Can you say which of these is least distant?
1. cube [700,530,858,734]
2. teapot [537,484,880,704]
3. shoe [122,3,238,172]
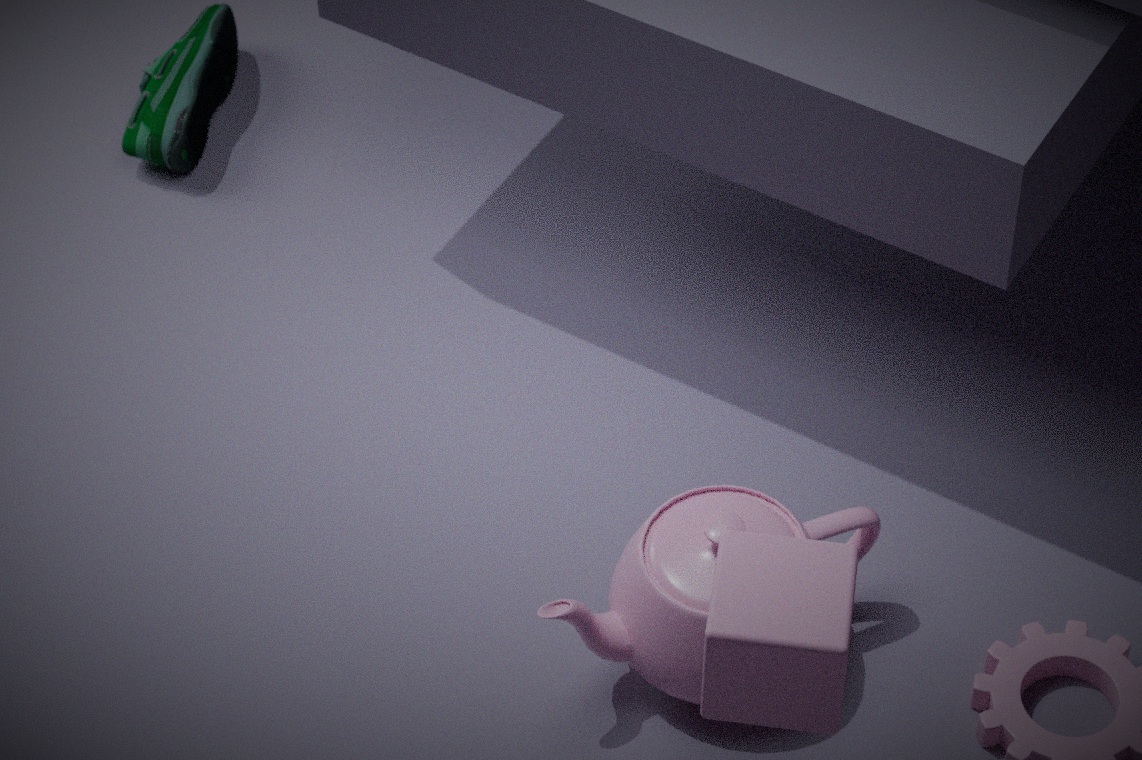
cube [700,530,858,734]
